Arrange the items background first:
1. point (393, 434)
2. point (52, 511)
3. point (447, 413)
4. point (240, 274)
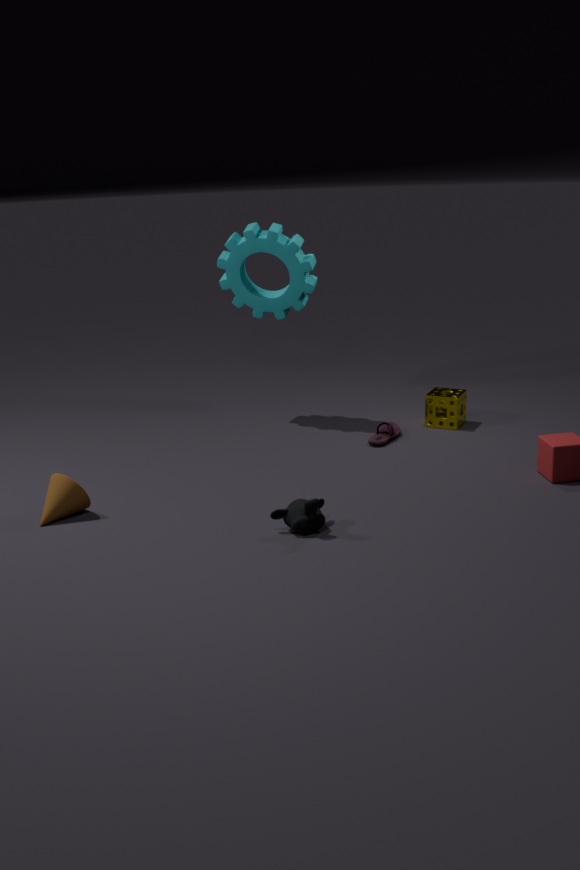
point (240, 274)
point (447, 413)
point (393, 434)
point (52, 511)
